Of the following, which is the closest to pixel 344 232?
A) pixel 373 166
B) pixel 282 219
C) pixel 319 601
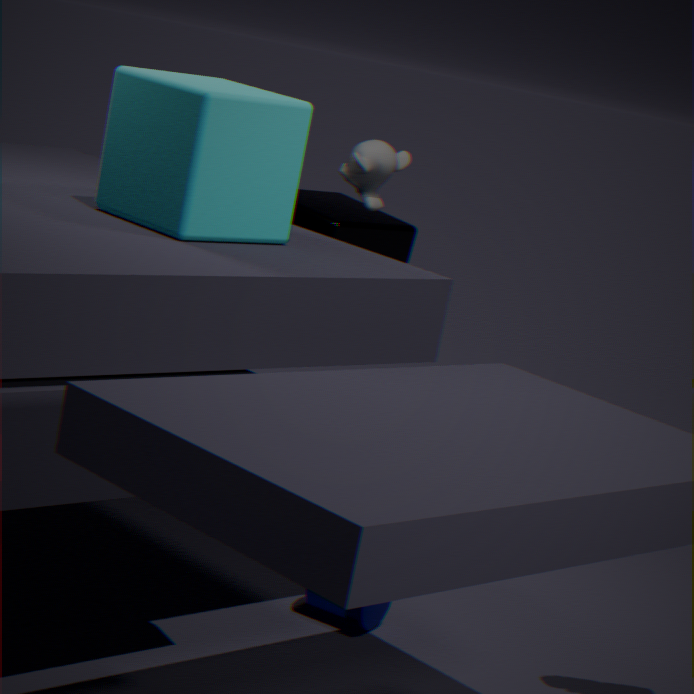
pixel 373 166
